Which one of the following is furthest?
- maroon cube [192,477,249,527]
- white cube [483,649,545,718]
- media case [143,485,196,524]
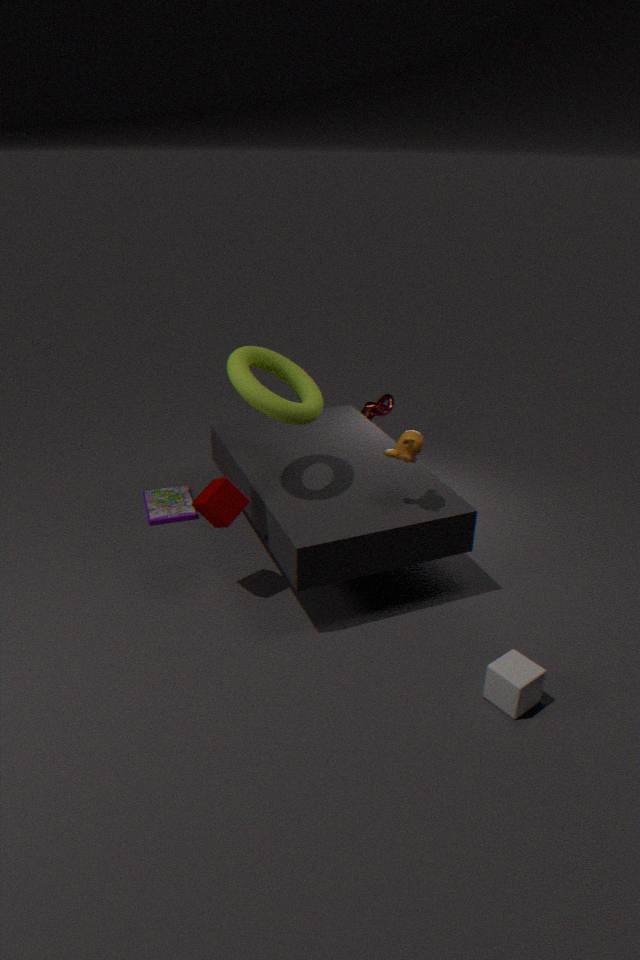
media case [143,485,196,524]
